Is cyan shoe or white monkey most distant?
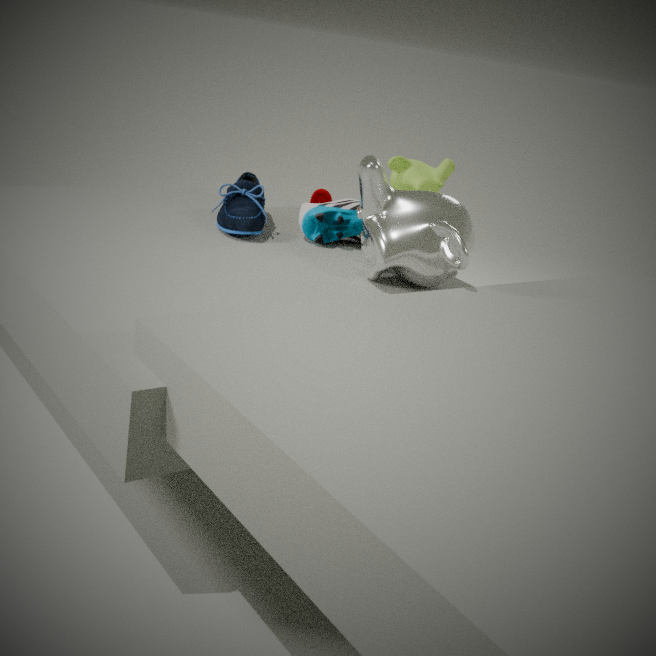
cyan shoe
